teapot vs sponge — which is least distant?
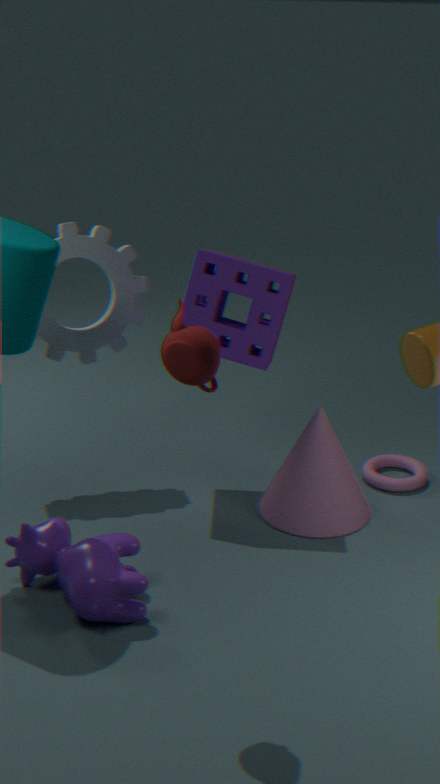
teapot
